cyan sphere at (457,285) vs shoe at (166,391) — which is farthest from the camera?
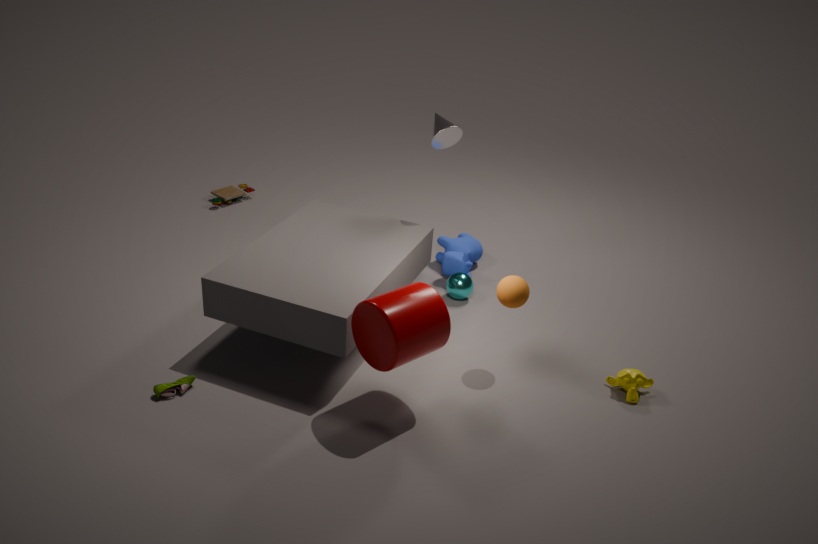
cyan sphere at (457,285)
